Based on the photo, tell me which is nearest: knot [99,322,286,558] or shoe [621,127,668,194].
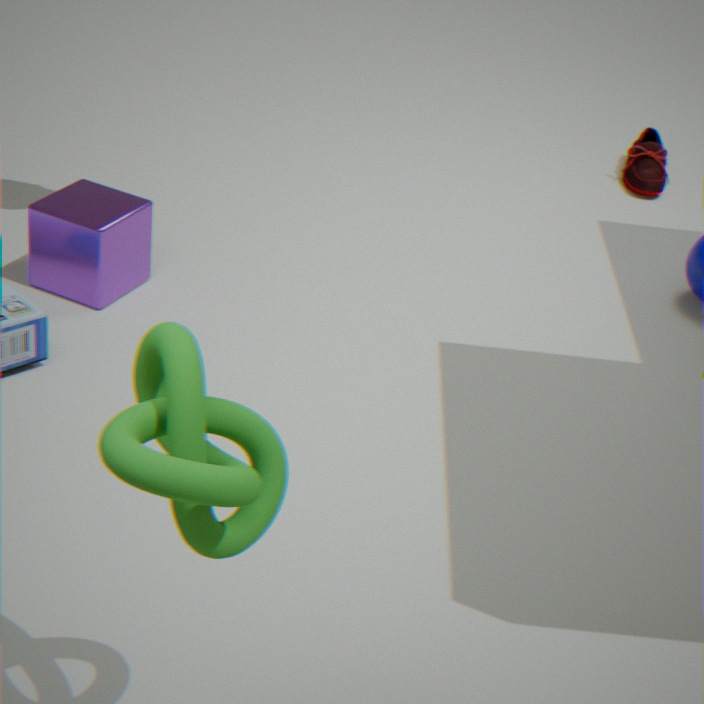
knot [99,322,286,558]
